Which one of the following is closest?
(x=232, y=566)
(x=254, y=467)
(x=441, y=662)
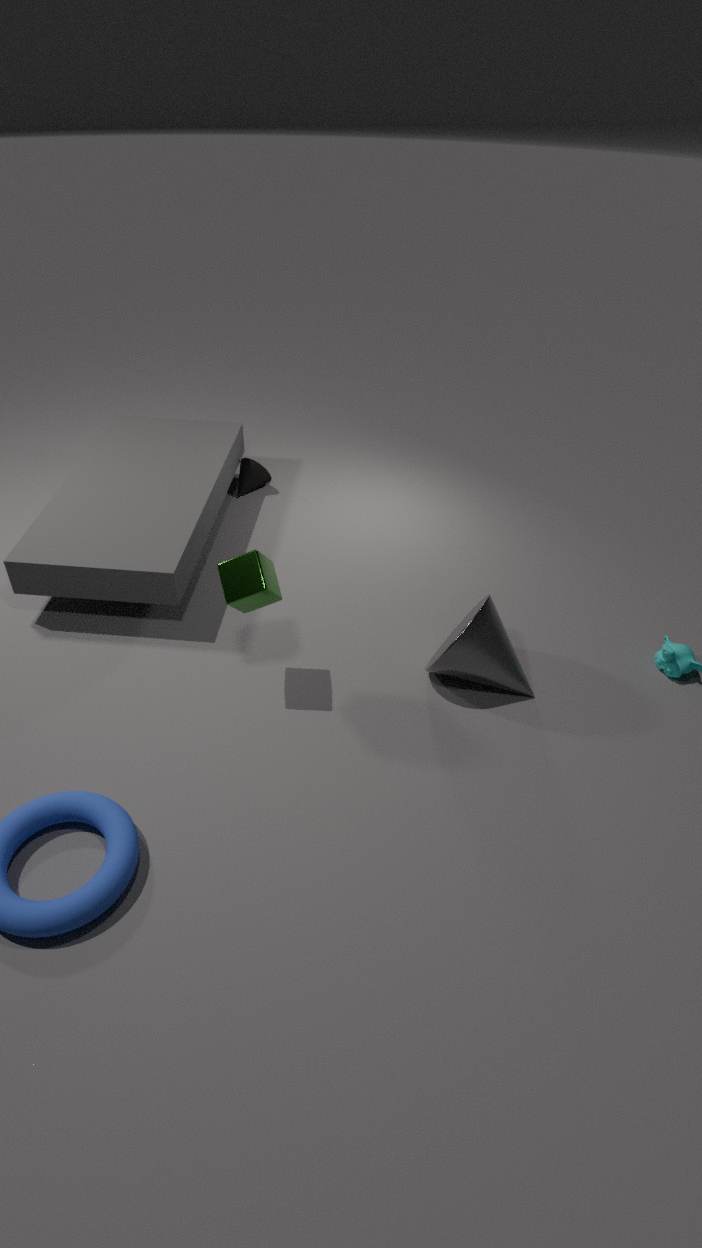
(x=232, y=566)
